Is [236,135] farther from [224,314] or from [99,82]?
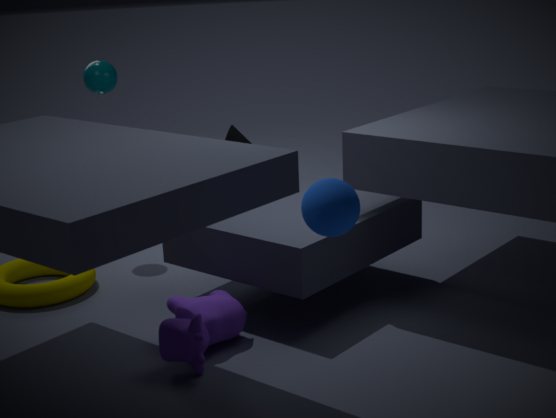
[224,314]
